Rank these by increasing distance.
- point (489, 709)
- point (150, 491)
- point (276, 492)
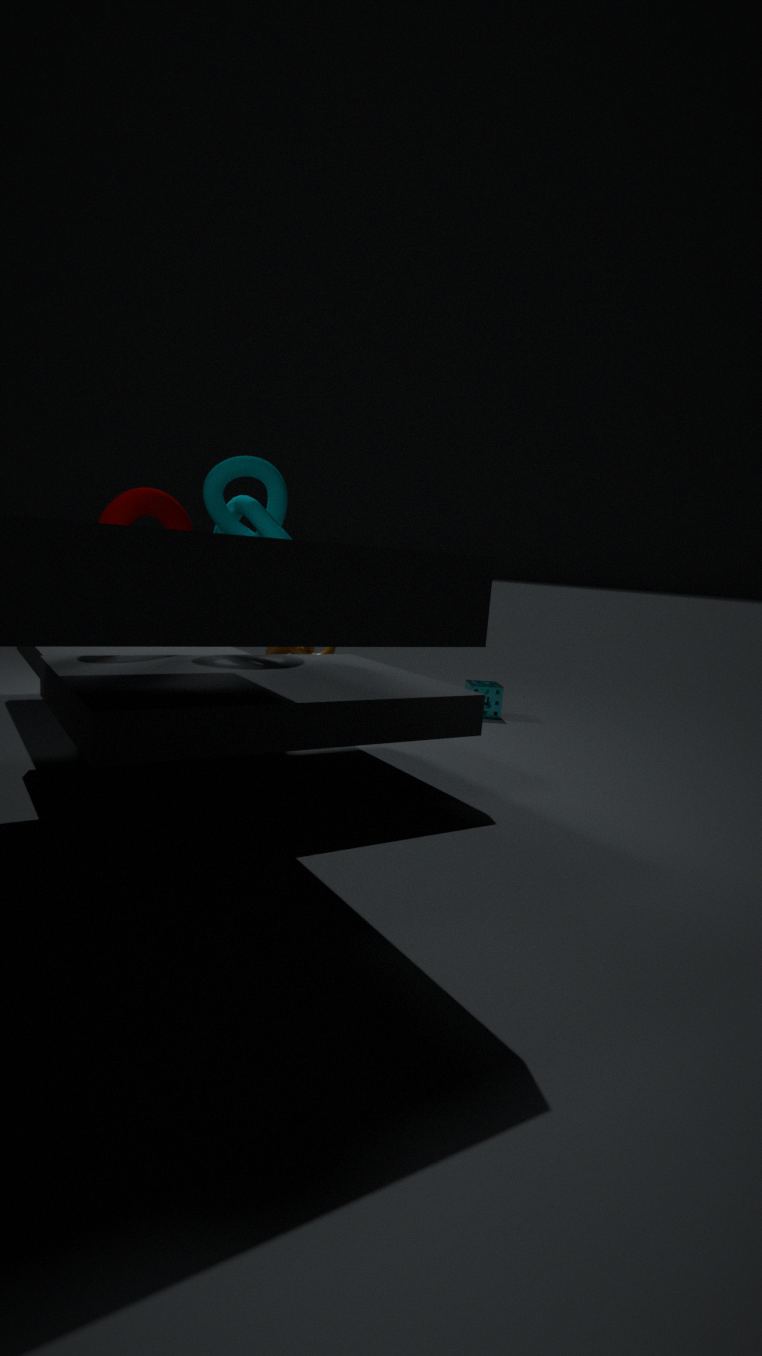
point (150, 491) < point (276, 492) < point (489, 709)
